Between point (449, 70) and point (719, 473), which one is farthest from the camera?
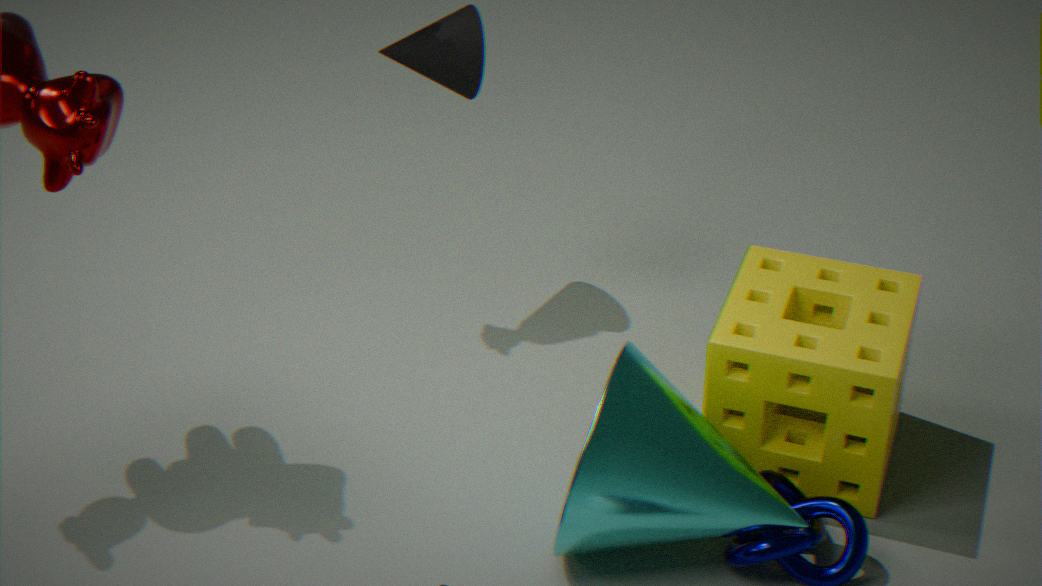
point (449, 70)
